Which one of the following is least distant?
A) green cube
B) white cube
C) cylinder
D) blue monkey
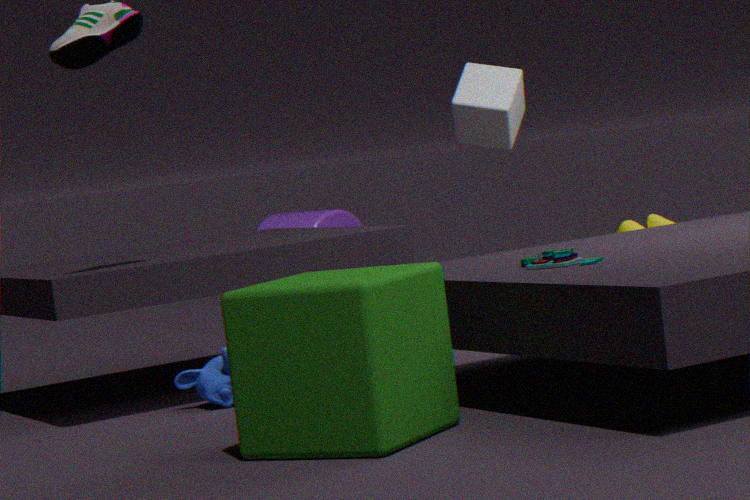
green cube
